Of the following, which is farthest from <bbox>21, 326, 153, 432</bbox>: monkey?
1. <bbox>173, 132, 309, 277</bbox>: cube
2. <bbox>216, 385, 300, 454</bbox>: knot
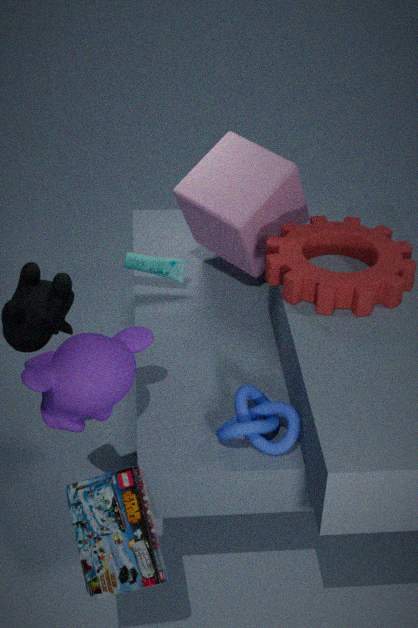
<bbox>173, 132, 309, 277</bbox>: cube
